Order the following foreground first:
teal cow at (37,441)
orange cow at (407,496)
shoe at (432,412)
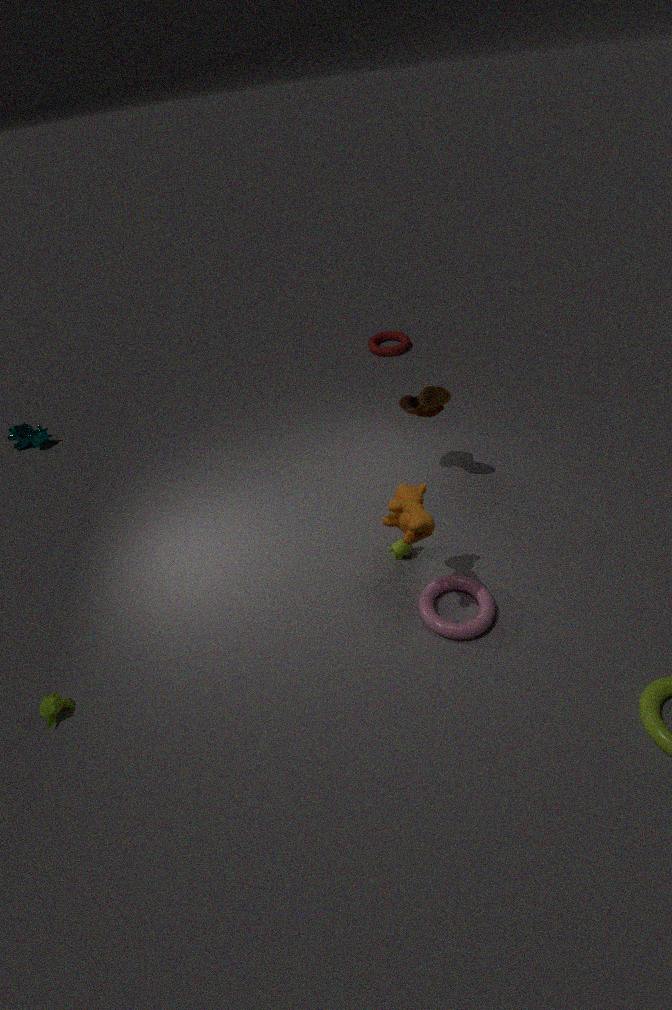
orange cow at (407,496) → shoe at (432,412) → teal cow at (37,441)
